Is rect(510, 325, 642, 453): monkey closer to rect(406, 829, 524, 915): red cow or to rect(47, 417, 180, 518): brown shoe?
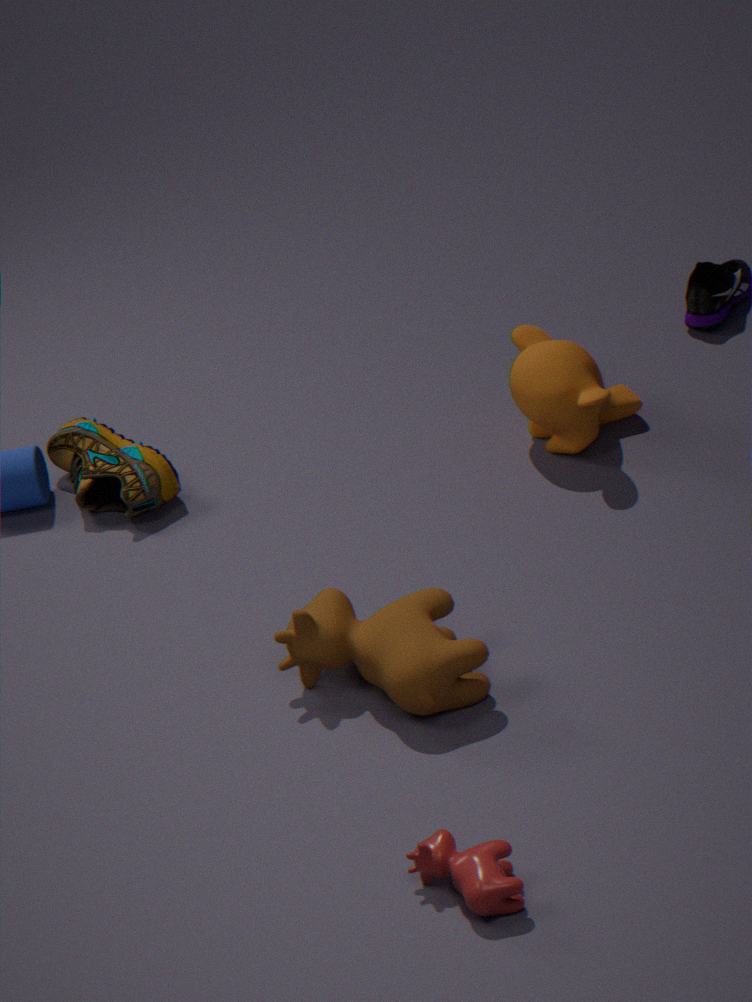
rect(47, 417, 180, 518): brown shoe
